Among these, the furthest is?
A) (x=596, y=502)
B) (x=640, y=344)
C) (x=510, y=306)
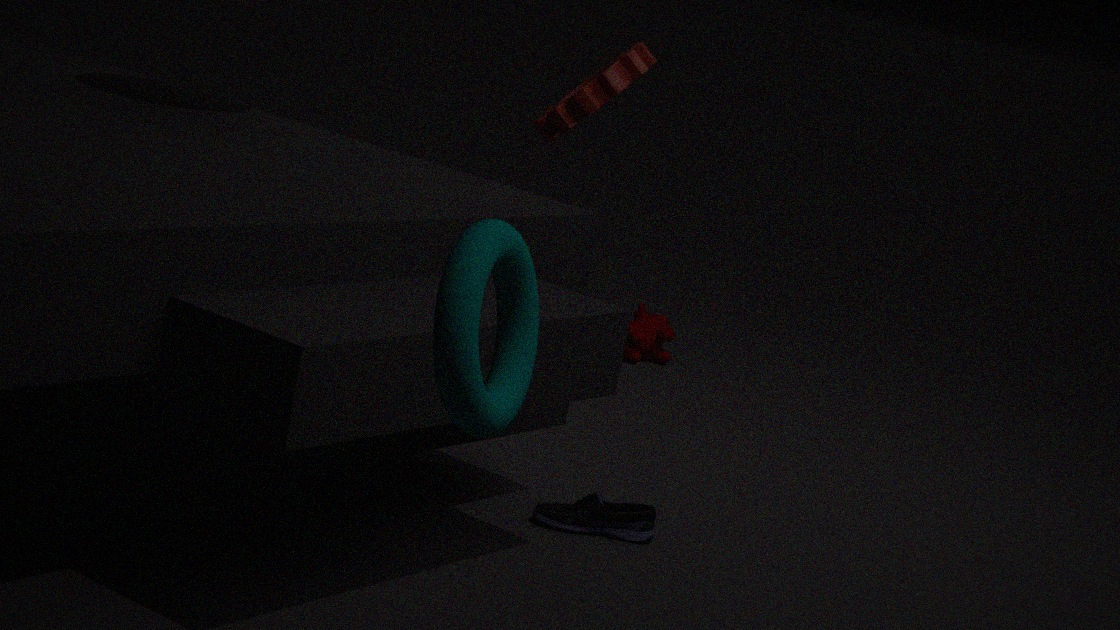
(x=640, y=344)
